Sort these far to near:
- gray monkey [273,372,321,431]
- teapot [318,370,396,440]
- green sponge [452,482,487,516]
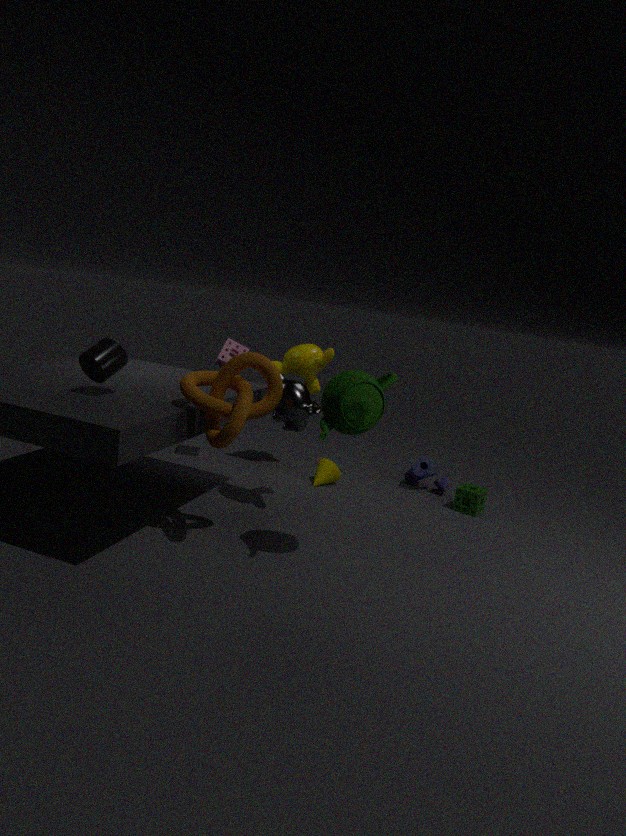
1. green sponge [452,482,487,516]
2. gray monkey [273,372,321,431]
3. teapot [318,370,396,440]
